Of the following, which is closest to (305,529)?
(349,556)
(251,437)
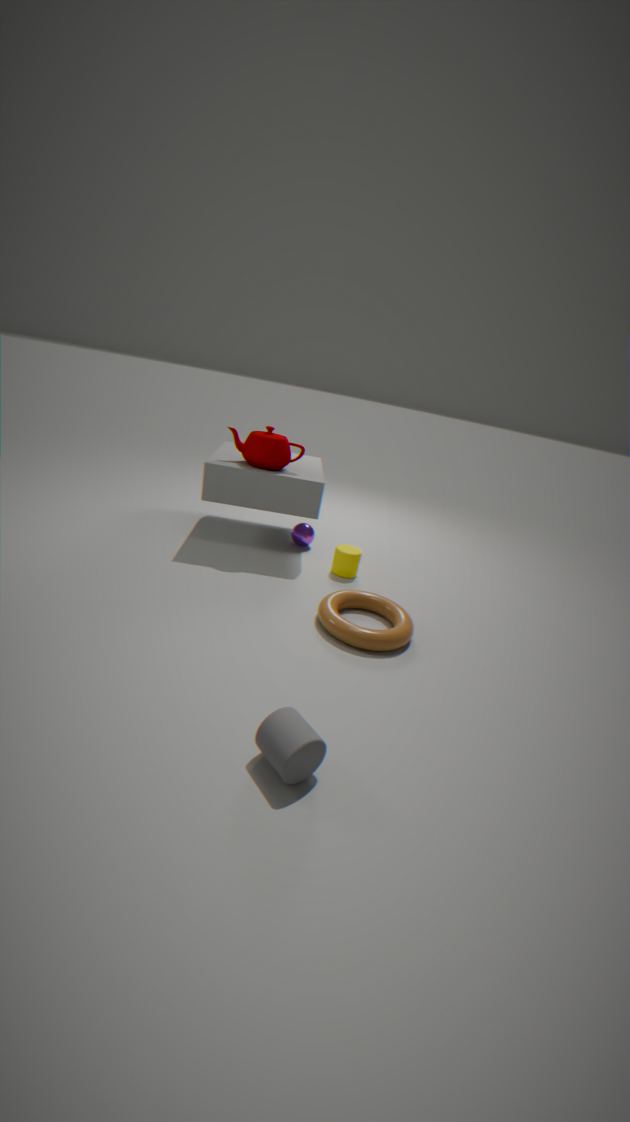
(349,556)
